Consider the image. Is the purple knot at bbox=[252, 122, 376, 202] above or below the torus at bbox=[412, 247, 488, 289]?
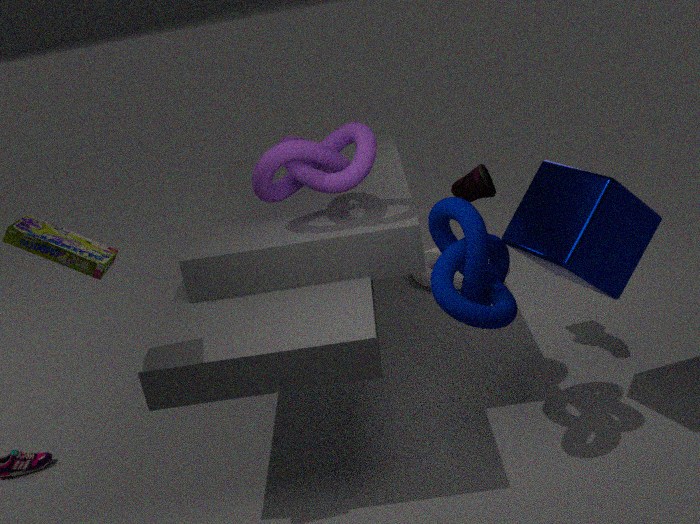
above
